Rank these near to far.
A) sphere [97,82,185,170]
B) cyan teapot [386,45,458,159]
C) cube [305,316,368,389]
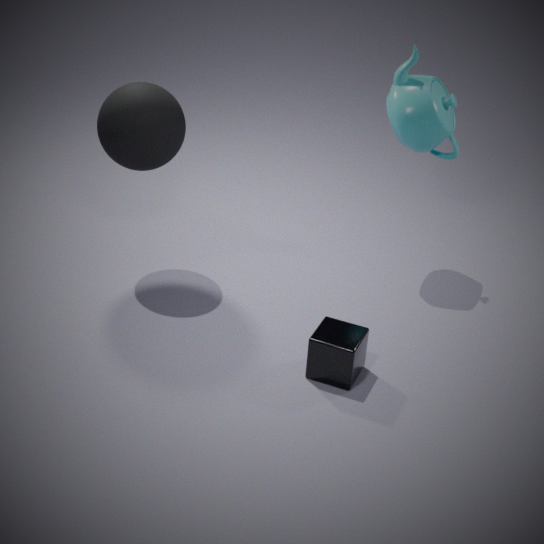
cube [305,316,368,389] → sphere [97,82,185,170] → cyan teapot [386,45,458,159]
